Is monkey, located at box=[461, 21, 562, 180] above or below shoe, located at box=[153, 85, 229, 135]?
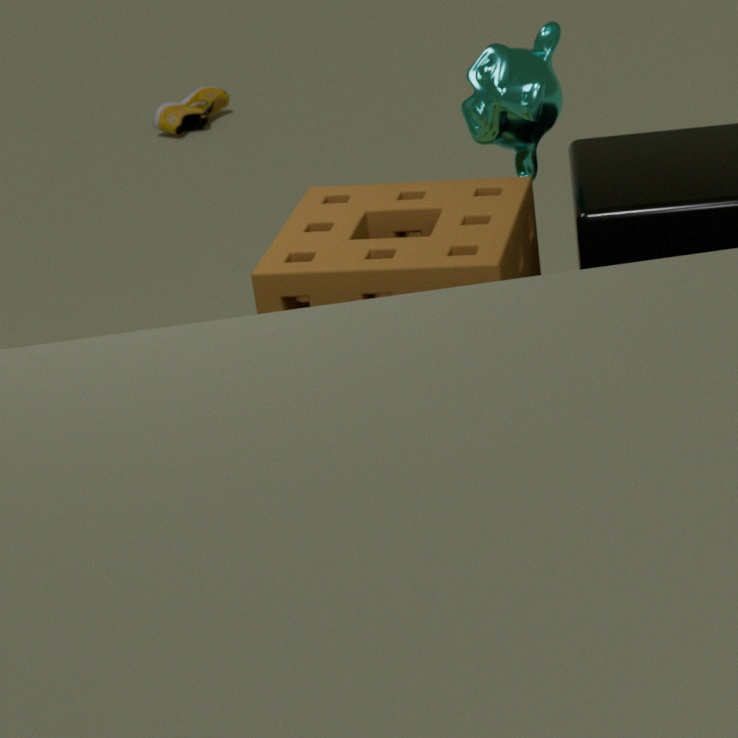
above
